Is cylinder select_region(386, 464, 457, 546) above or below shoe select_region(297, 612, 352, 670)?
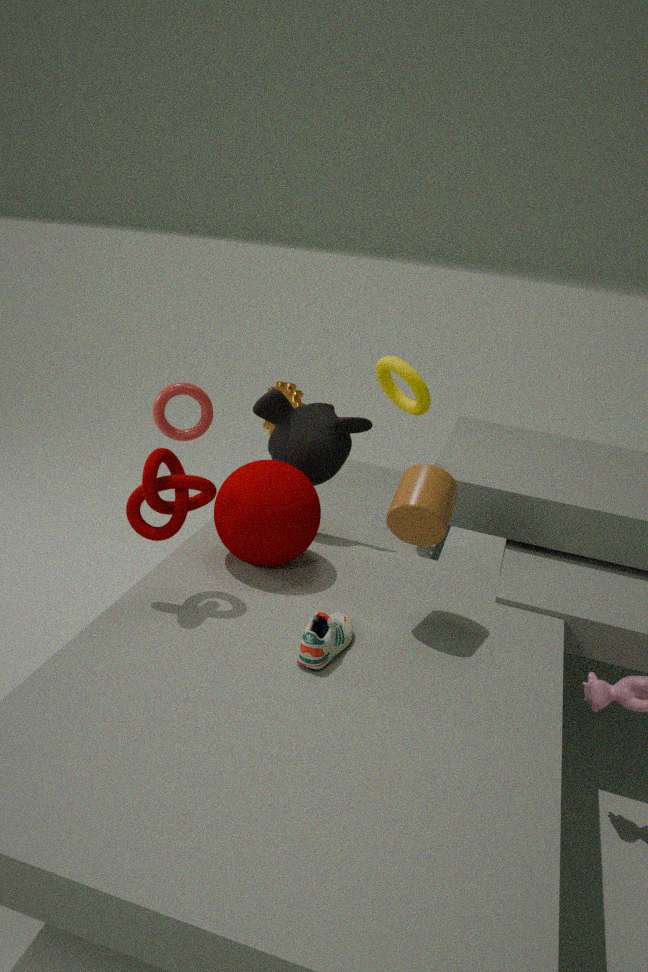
above
